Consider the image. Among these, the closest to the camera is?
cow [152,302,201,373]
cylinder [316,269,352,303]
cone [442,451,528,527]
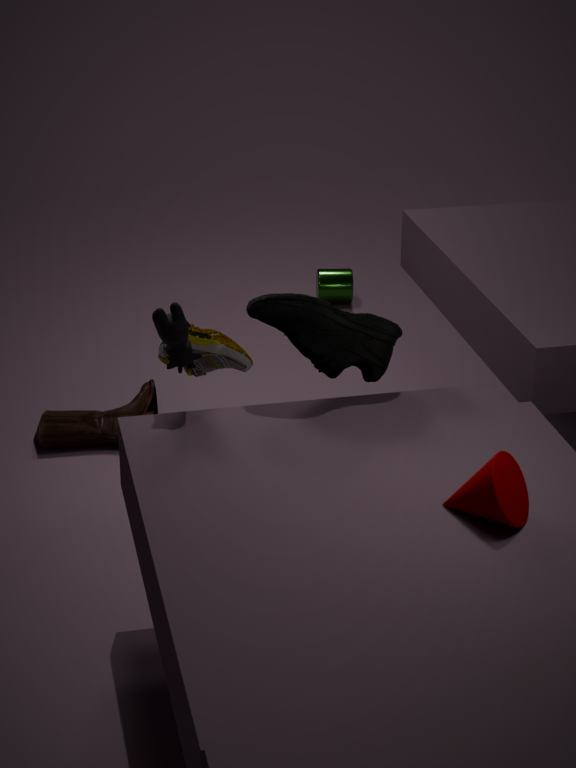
cone [442,451,528,527]
